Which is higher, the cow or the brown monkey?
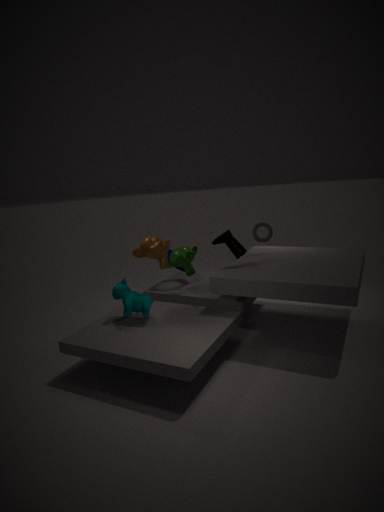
the brown monkey
